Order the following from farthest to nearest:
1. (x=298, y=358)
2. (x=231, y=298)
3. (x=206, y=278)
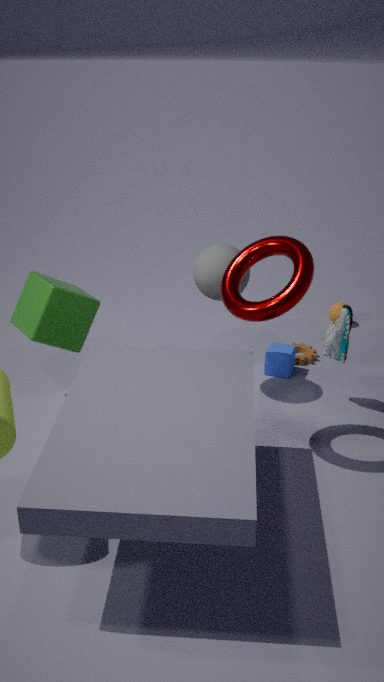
(x=298, y=358) → (x=206, y=278) → (x=231, y=298)
